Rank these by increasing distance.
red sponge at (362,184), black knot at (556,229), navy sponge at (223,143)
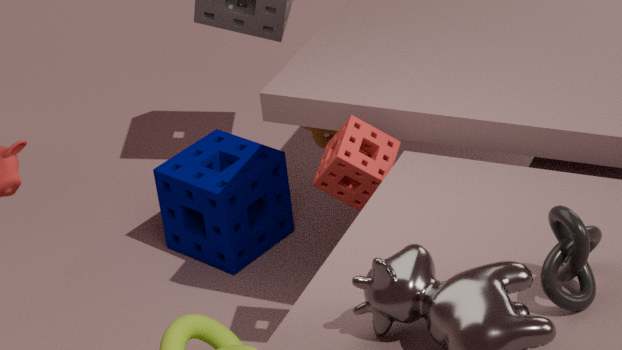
black knot at (556,229) → red sponge at (362,184) → navy sponge at (223,143)
